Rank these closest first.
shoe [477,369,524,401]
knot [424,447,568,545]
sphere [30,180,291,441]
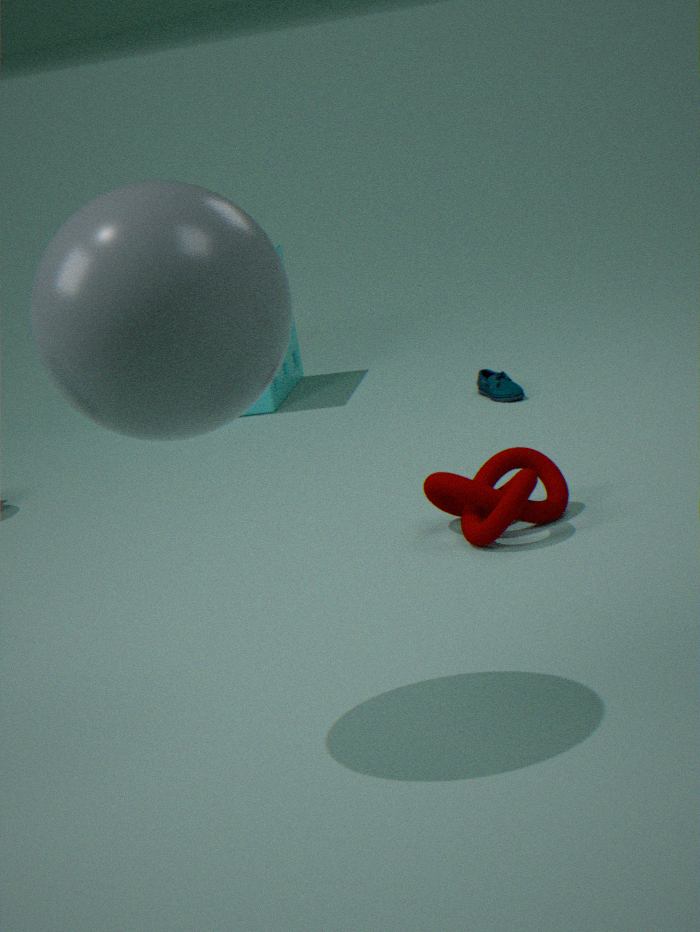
sphere [30,180,291,441], knot [424,447,568,545], shoe [477,369,524,401]
